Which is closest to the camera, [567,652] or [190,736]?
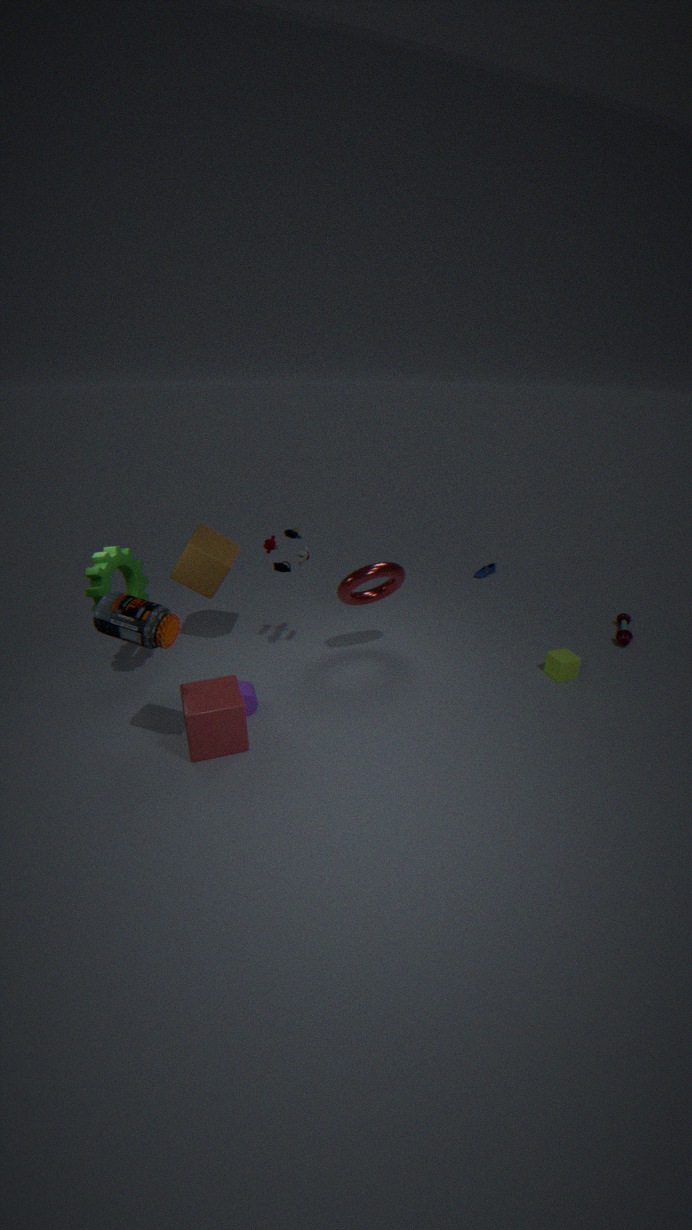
[190,736]
